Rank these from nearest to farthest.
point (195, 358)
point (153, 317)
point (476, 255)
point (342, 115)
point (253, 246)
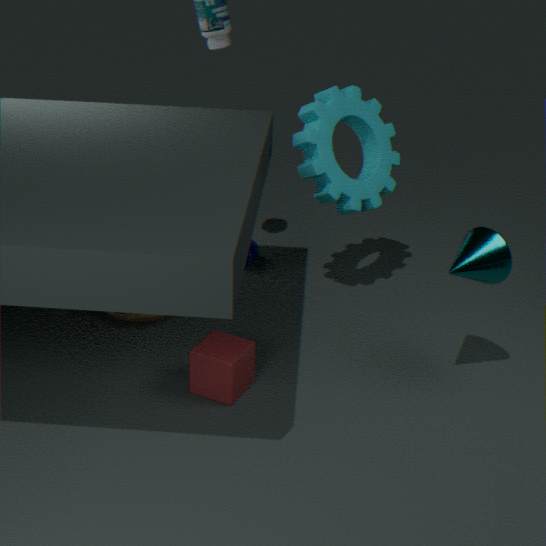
point (476, 255) → point (195, 358) → point (153, 317) → point (342, 115) → point (253, 246)
